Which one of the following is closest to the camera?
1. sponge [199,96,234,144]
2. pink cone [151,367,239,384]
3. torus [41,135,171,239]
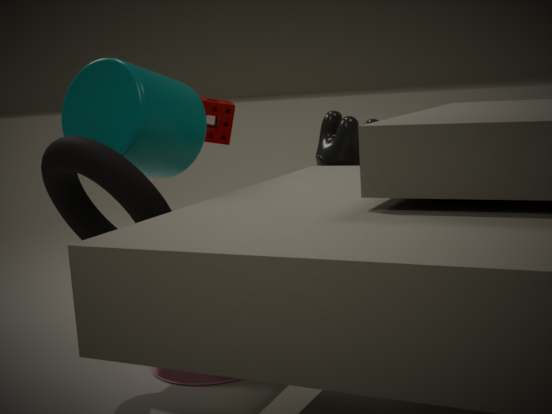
torus [41,135,171,239]
